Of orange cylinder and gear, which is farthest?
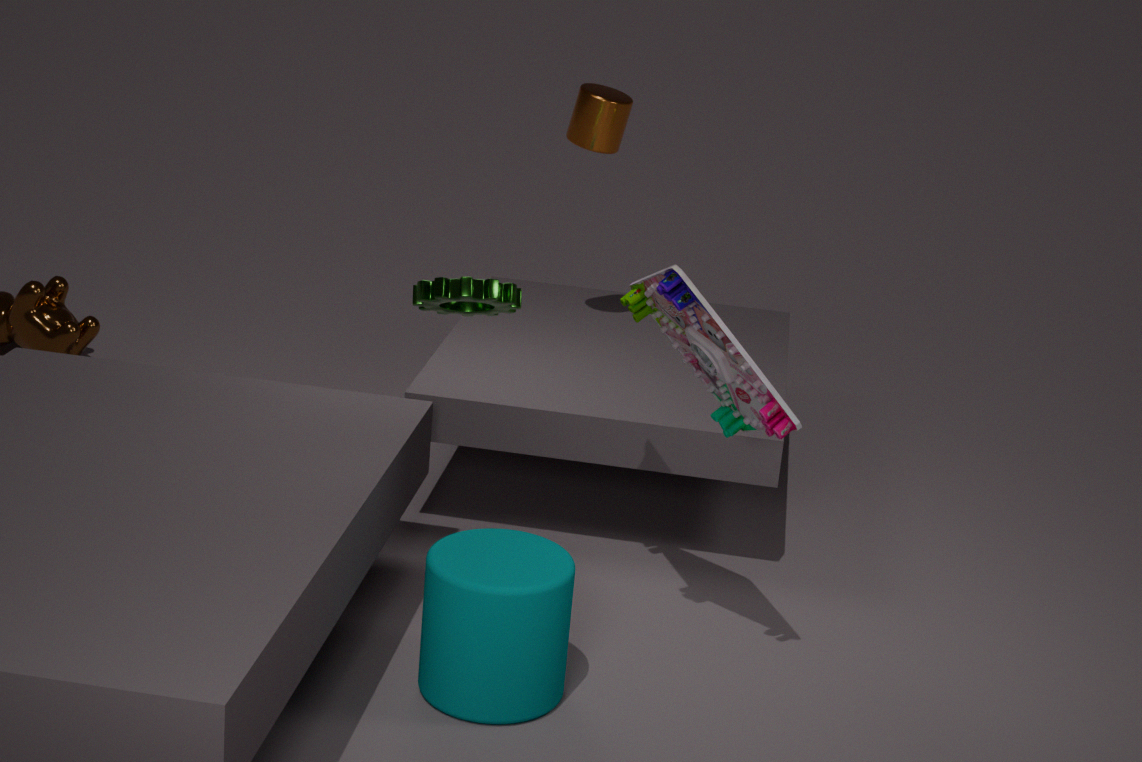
orange cylinder
